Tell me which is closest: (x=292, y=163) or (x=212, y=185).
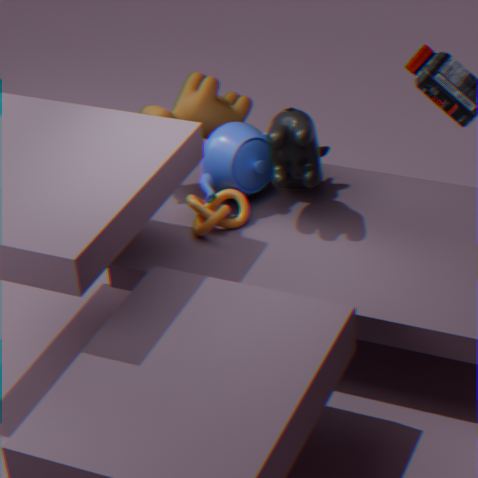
(x=292, y=163)
